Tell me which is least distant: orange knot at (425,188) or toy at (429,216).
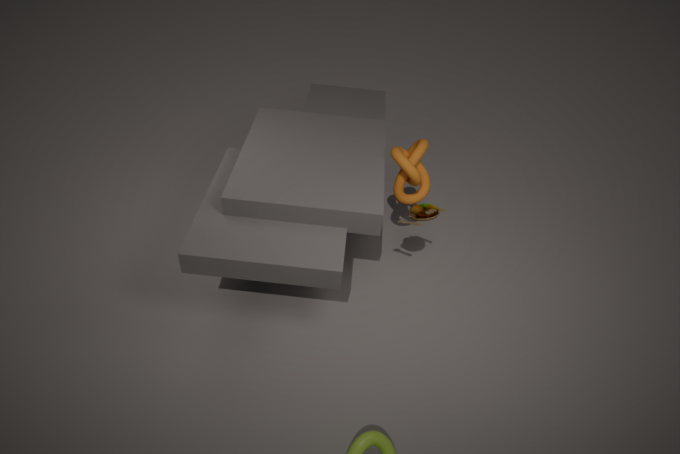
toy at (429,216)
